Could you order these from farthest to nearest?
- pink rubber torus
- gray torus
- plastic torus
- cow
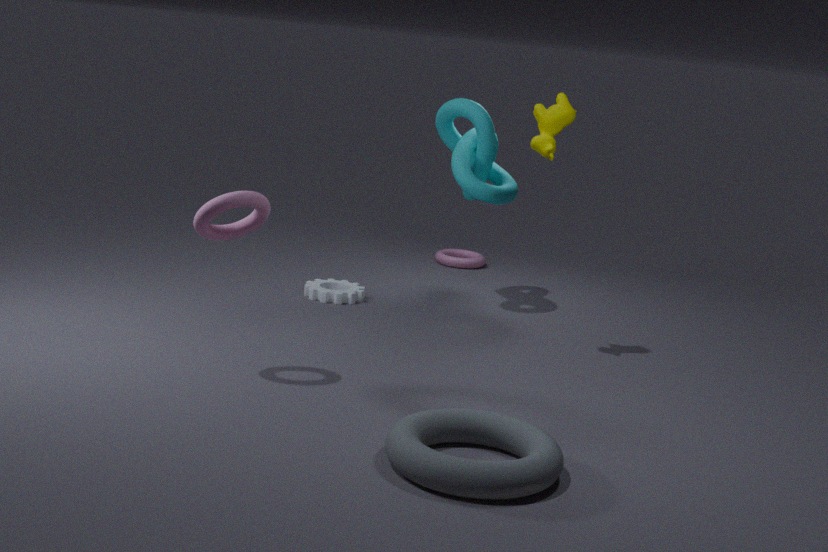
plastic torus → cow → pink rubber torus → gray torus
